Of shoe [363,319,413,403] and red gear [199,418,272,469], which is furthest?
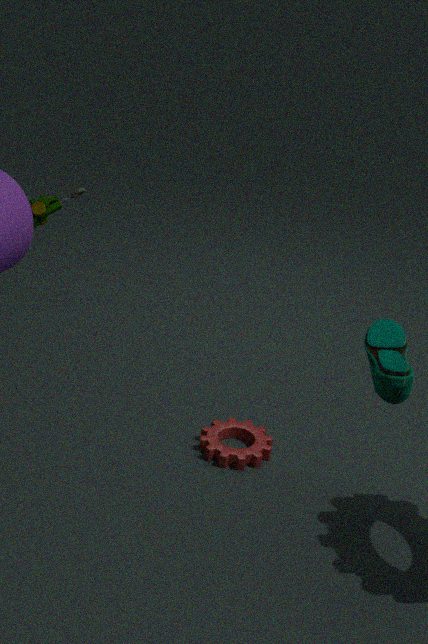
red gear [199,418,272,469]
